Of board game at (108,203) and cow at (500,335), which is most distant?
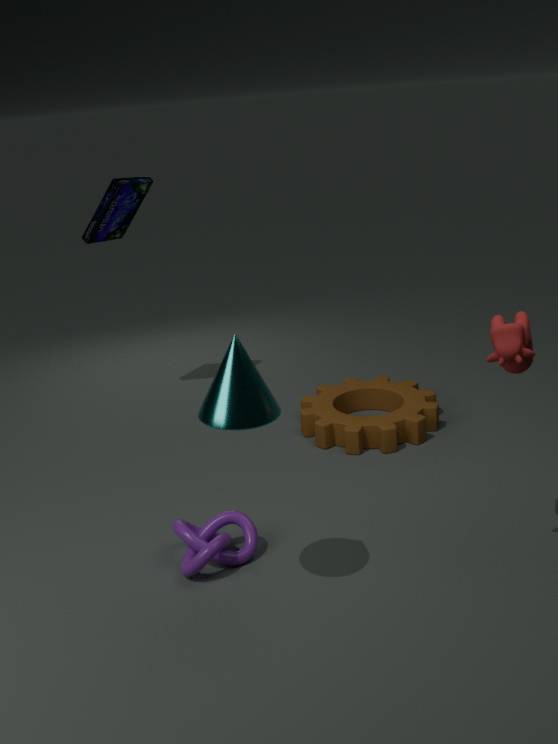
board game at (108,203)
